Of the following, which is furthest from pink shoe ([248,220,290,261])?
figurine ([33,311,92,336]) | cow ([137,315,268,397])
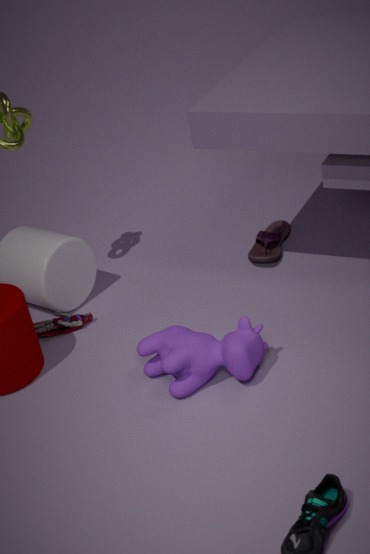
figurine ([33,311,92,336])
